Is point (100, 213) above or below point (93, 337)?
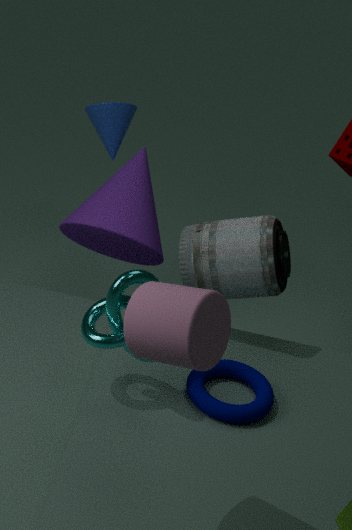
below
